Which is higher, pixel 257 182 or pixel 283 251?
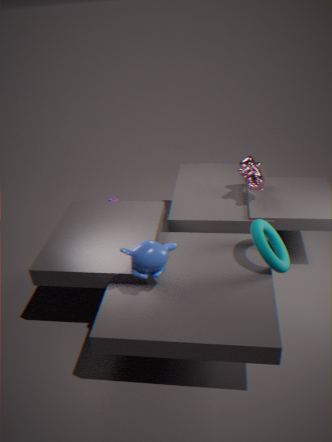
pixel 257 182
